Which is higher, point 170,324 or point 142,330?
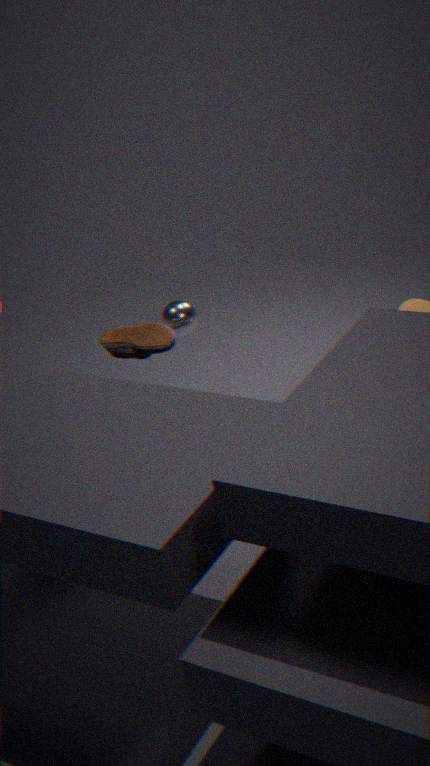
point 142,330
